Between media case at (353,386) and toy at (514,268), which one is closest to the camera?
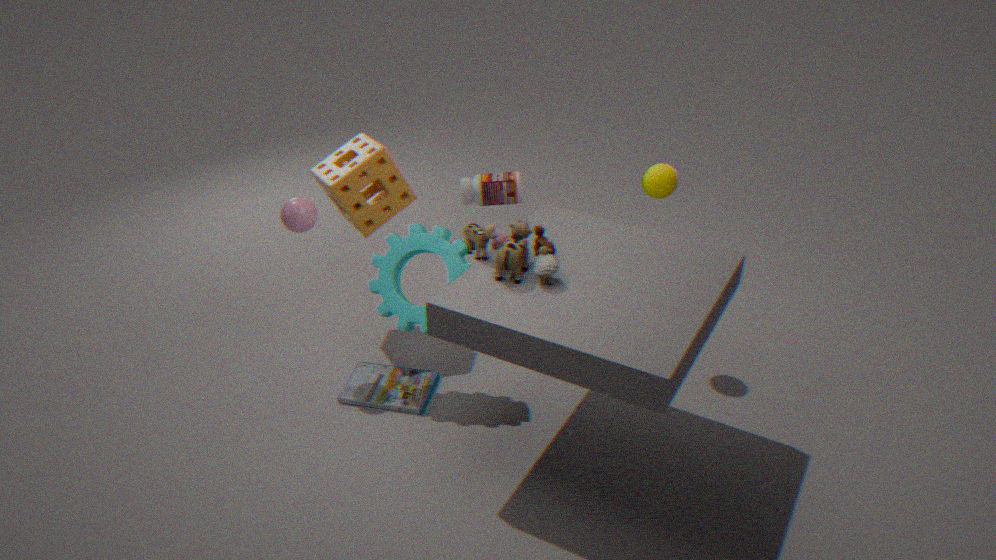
toy at (514,268)
